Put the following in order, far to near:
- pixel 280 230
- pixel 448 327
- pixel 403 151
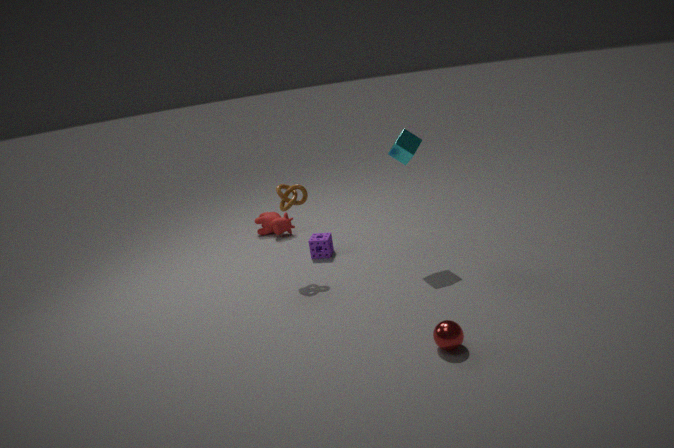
1. pixel 280 230
2. pixel 403 151
3. pixel 448 327
